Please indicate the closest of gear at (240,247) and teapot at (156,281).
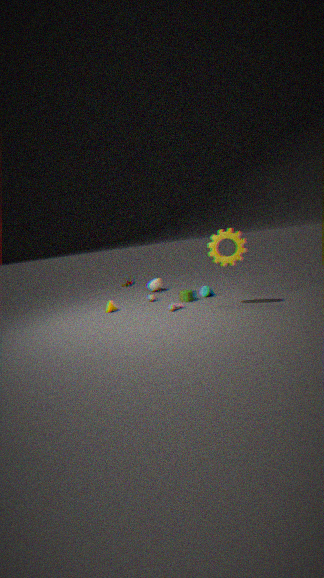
gear at (240,247)
